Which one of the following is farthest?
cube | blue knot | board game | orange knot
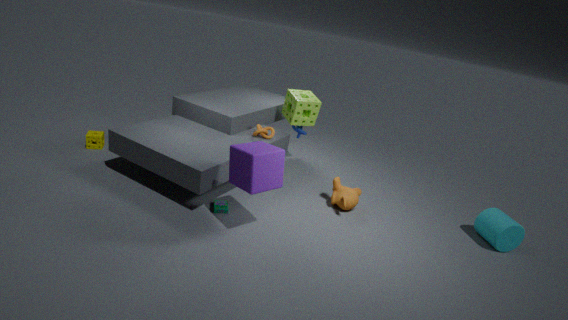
blue knot
